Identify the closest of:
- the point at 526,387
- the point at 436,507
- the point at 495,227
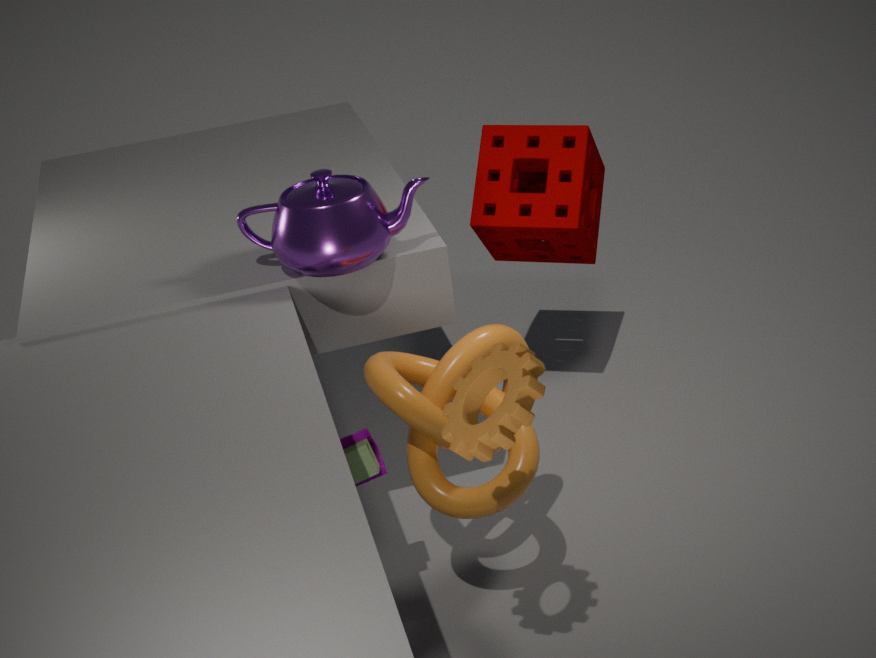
the point at 526,387
